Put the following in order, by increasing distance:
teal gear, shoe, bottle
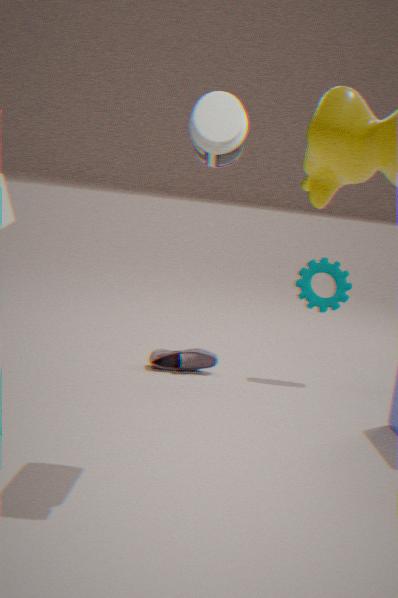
bottle, shoe, teal gear
